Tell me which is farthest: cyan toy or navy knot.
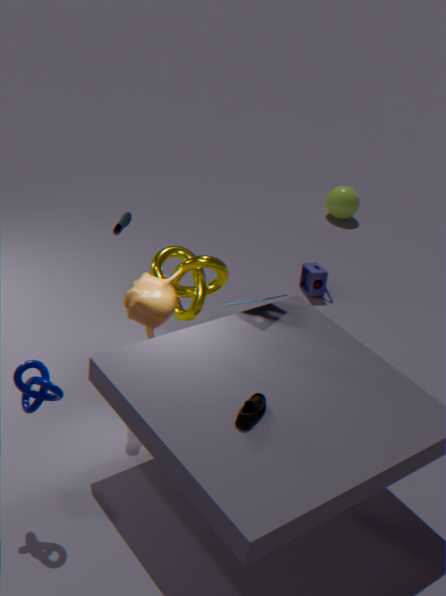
cyan toy
